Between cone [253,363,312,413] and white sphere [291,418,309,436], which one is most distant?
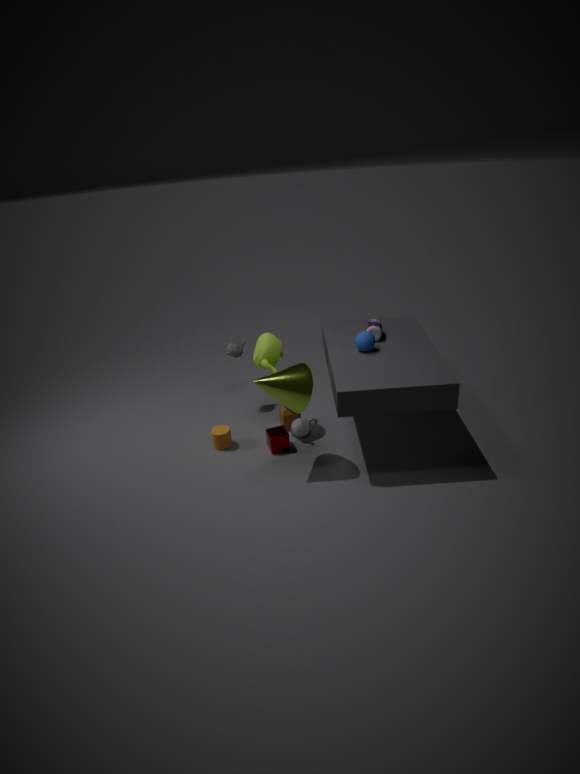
white sphere [291,418,309,436]
